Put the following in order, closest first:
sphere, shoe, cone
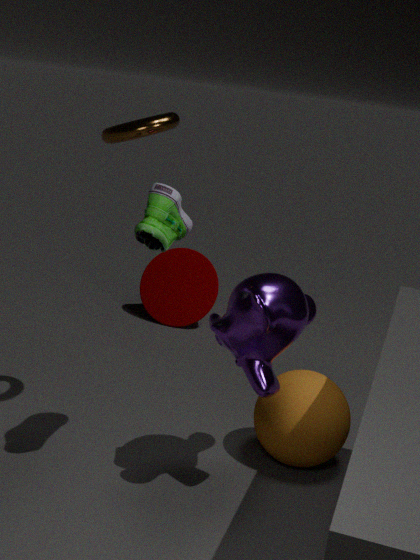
shoe, sphere, cone
